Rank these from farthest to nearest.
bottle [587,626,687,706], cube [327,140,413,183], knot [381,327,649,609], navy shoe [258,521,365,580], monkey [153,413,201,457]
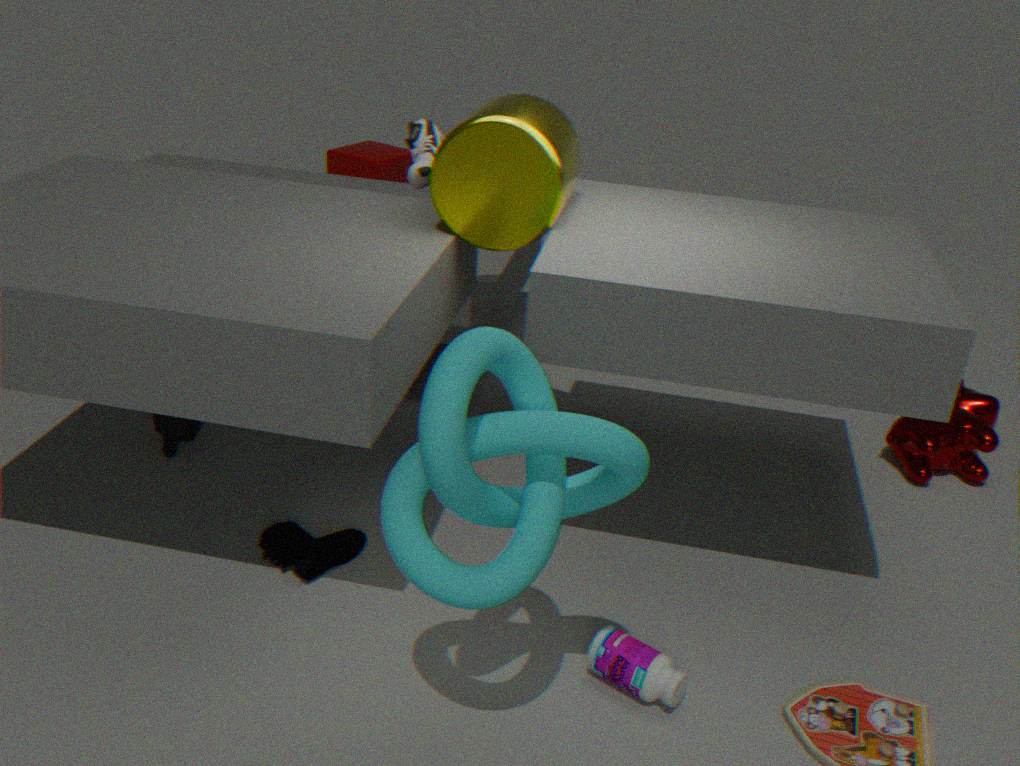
1. cube [327,140,413,183]
2. monkey [153,413,201,457]
3. navy shoe [258,521,365,580]
4. bottle [587,626,687,706]
5. knot [381,327,649,609]
